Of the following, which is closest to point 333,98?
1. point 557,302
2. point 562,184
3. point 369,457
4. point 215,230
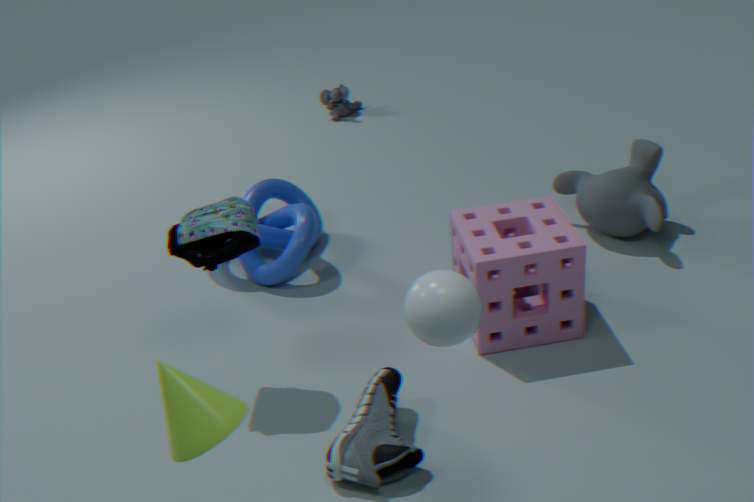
point 562,184
